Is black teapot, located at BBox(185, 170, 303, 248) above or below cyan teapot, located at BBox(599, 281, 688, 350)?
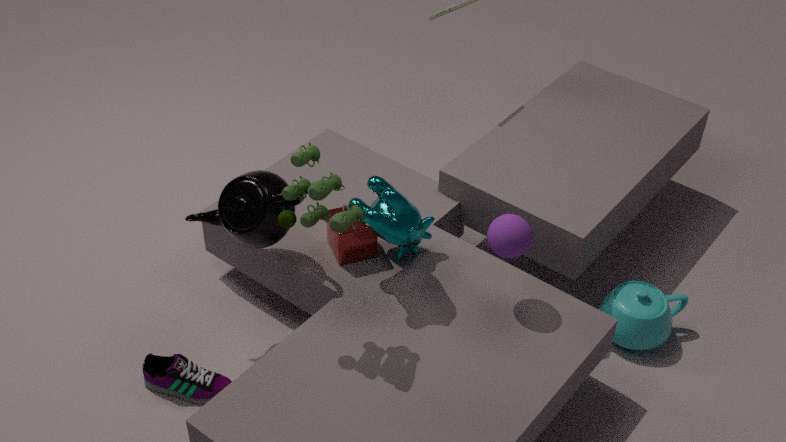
above
